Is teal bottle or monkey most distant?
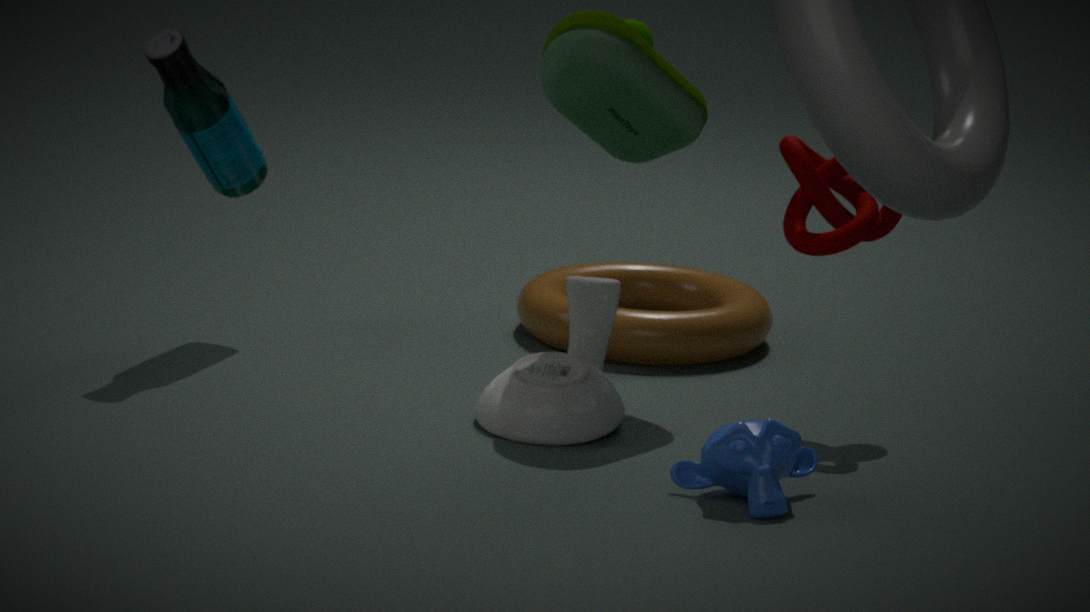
teal bottle
